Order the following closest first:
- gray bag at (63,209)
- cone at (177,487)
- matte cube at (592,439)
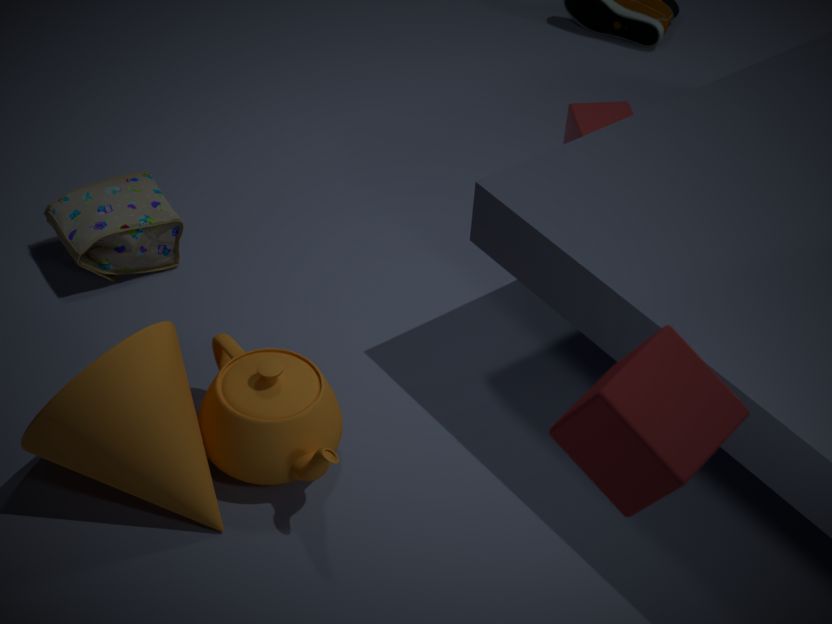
matte cube at (592,439) → cone at (177,487) → gray bag at (63,209)
